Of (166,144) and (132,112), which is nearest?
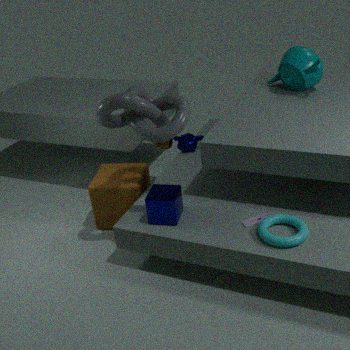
(132,112)
